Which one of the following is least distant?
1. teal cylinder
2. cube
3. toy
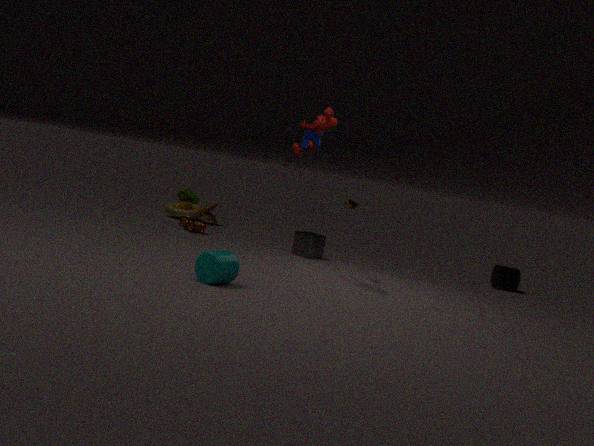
teal cylinder
